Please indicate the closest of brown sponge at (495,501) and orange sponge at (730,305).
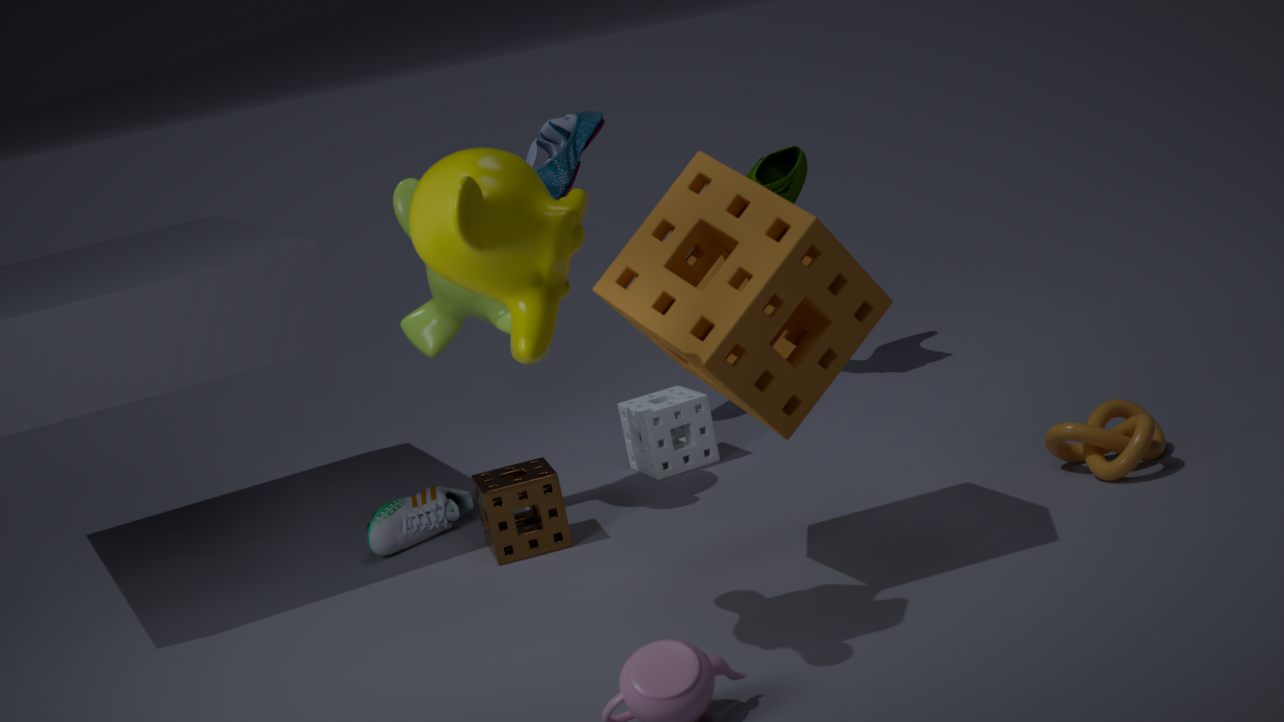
orange sponge at (730,305)
